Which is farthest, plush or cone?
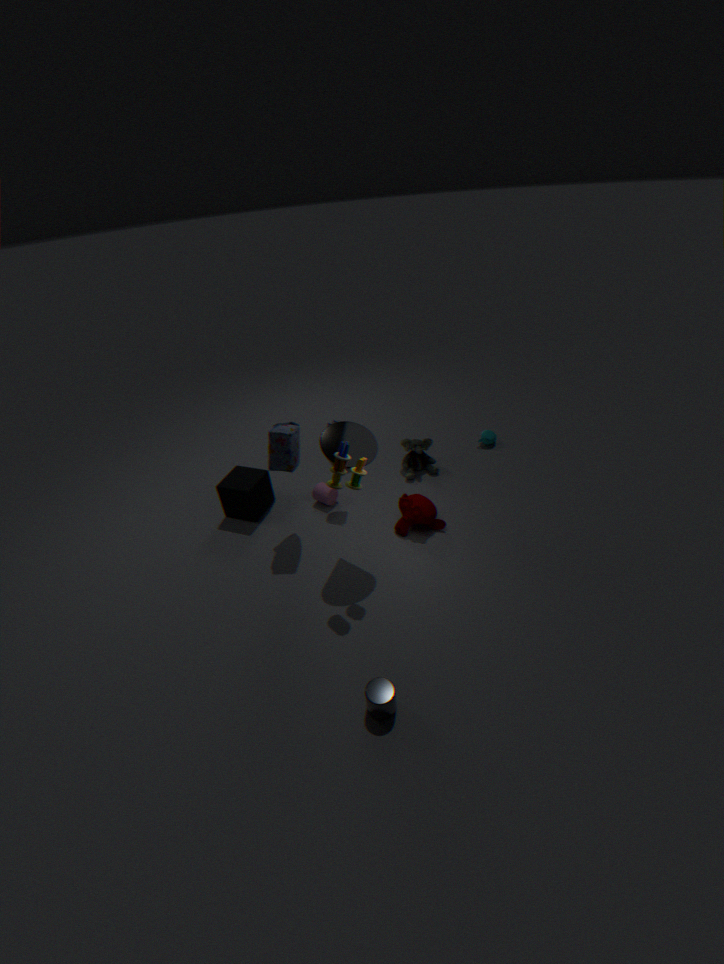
plush
